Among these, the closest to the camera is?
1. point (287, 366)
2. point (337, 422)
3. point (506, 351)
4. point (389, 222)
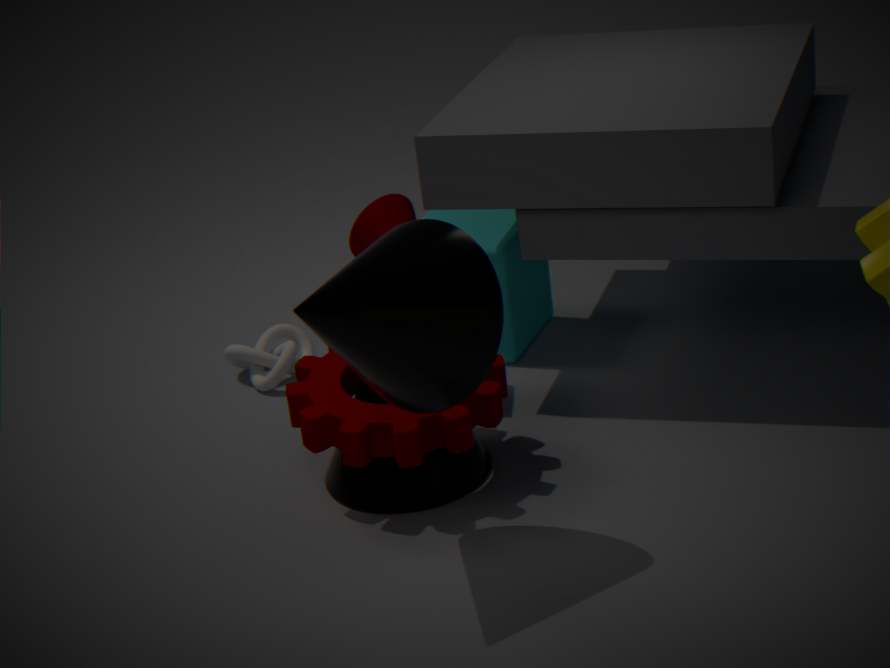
point (337, 422)
